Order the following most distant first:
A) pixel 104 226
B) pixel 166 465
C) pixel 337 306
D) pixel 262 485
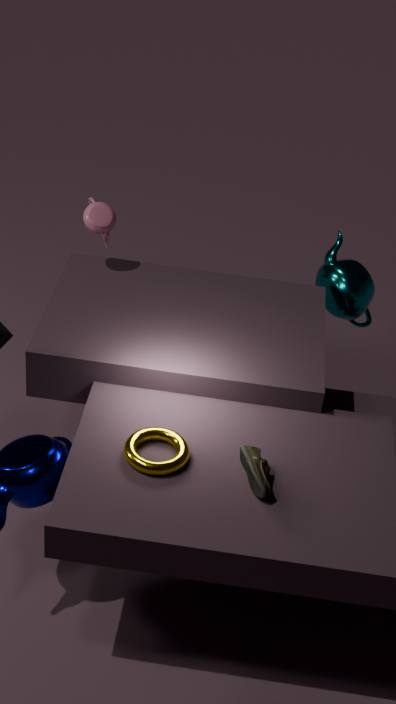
C. pixel 337 306, A. pixel 104 226, B. pixel 166 465, D. pixel 262 485
